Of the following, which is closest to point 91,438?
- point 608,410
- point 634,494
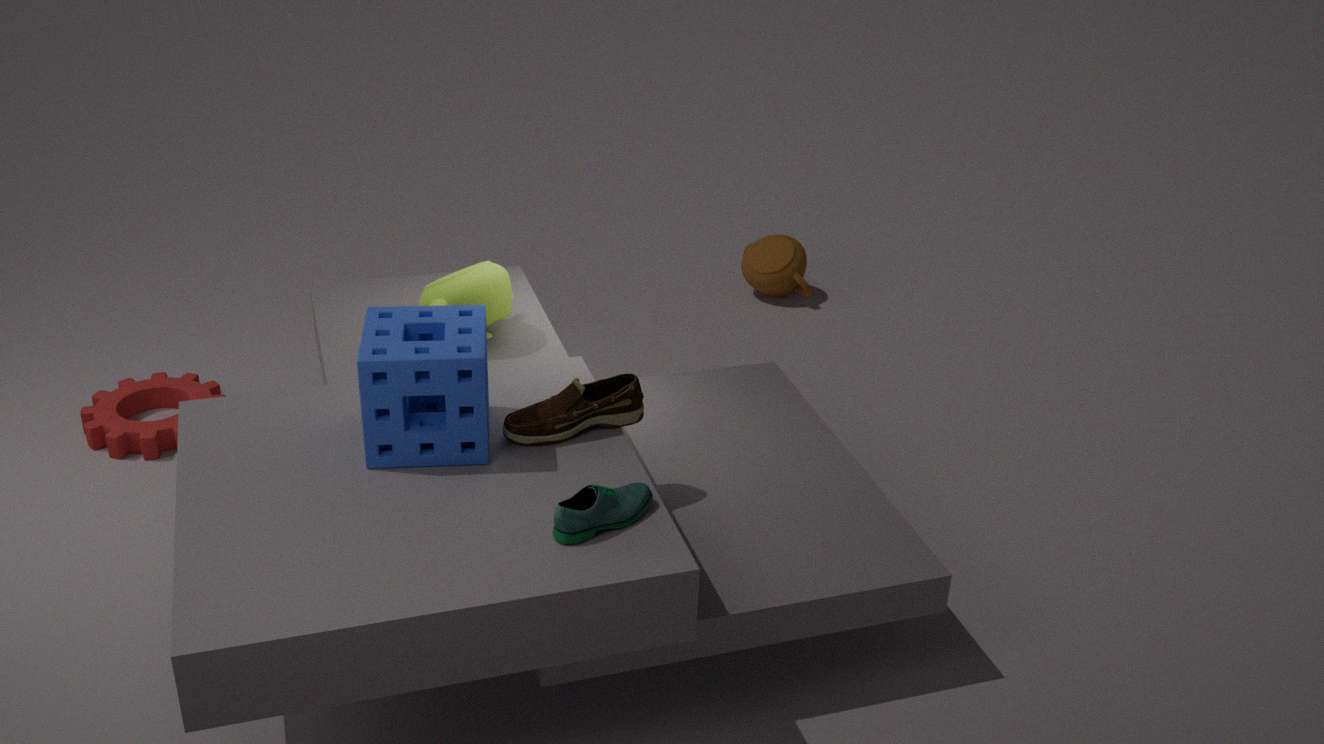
point 608,410
